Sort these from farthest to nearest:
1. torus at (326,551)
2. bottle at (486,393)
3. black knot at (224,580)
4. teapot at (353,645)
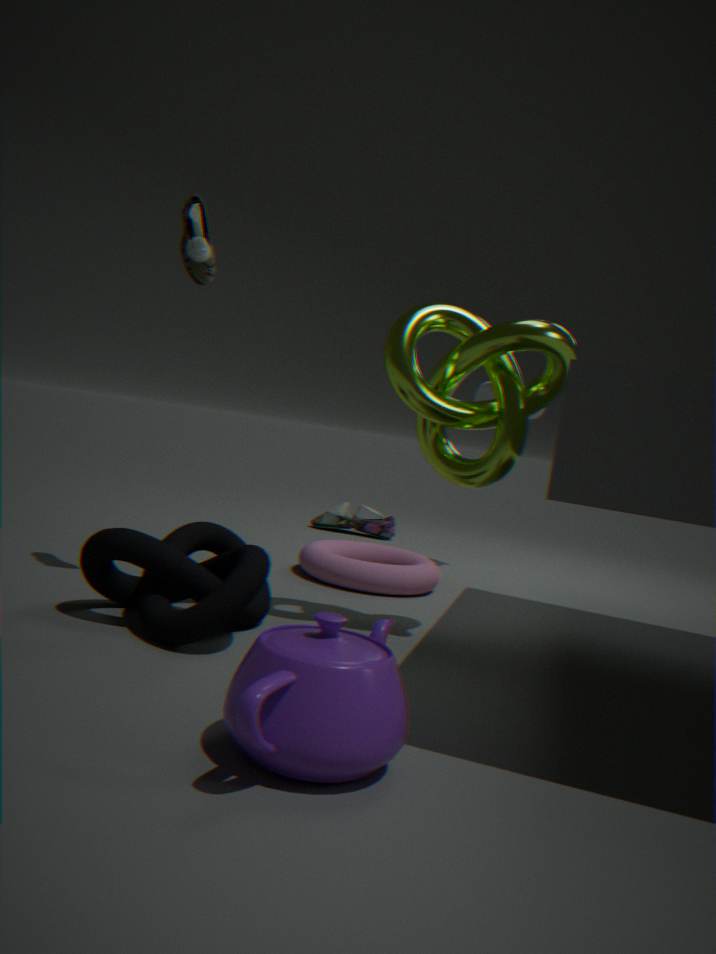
bottle at (486,393) < torus at (326,551) < black knot at (224,580) < teapot at (353,645)
